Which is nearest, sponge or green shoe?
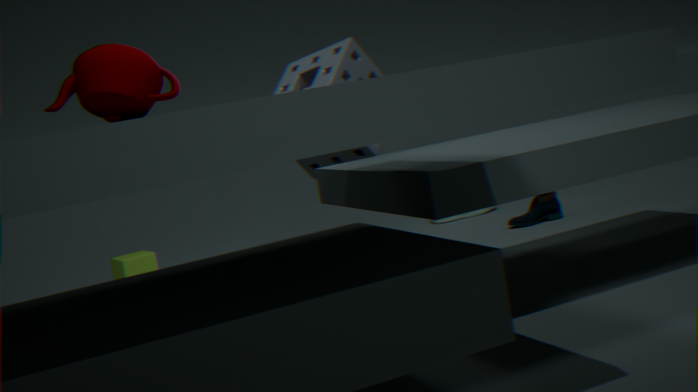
sponge
